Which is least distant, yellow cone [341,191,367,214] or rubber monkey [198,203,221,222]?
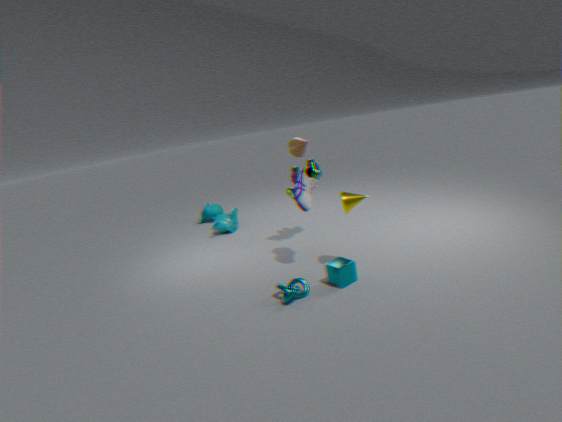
yellow cone [341,191,367,214]
